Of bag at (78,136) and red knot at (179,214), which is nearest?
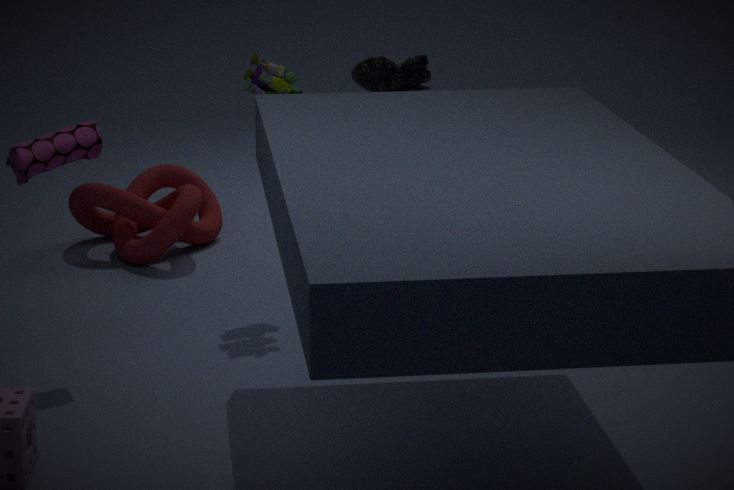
bag at (78,136)
